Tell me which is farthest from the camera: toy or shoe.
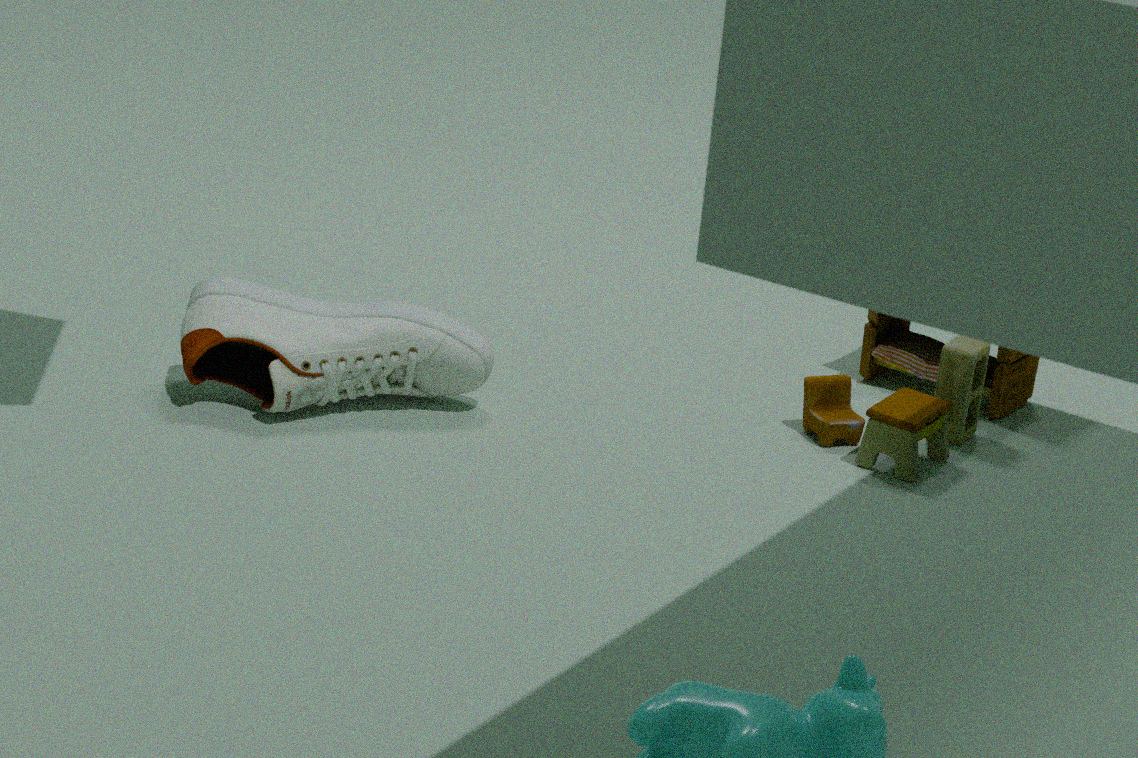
toy
